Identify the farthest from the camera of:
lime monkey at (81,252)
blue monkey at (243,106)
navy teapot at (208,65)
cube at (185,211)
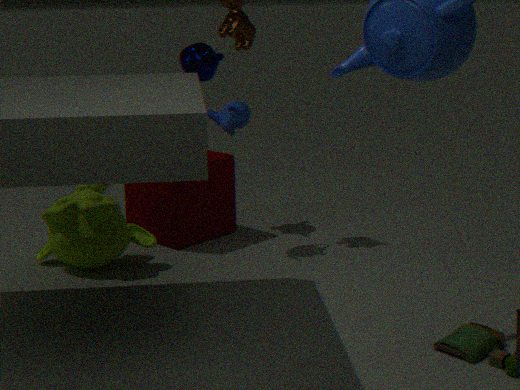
blue monkey at (243,106)
